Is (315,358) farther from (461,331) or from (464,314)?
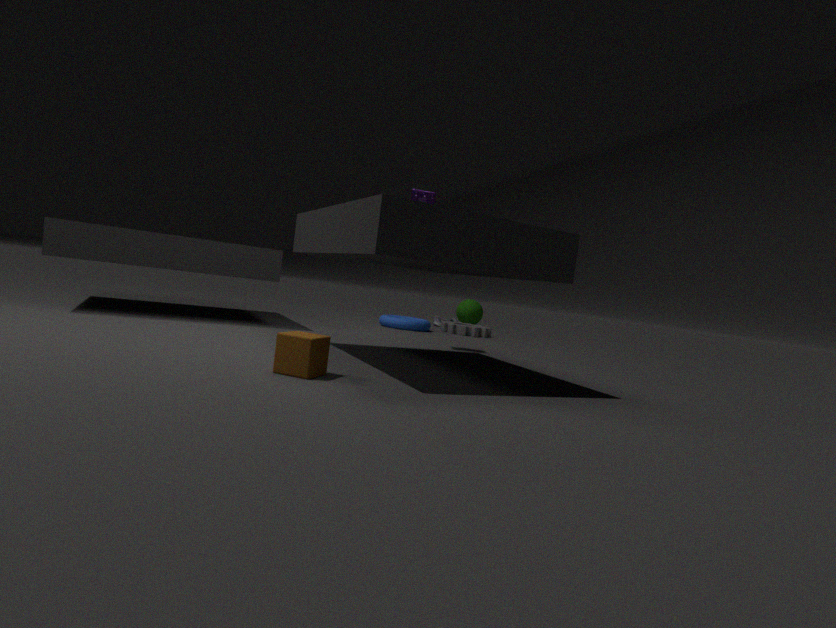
(464,314)
